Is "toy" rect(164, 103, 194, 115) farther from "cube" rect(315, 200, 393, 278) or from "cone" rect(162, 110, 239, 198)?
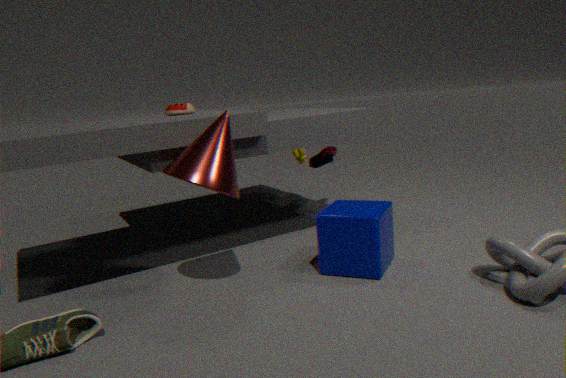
"cube" rect(315, 200, 393, 278)
